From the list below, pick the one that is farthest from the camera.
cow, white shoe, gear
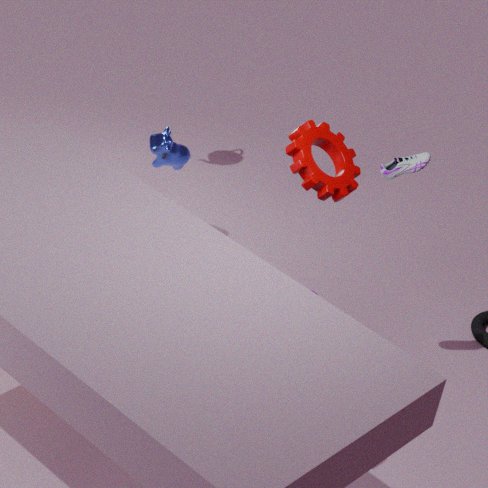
cow
